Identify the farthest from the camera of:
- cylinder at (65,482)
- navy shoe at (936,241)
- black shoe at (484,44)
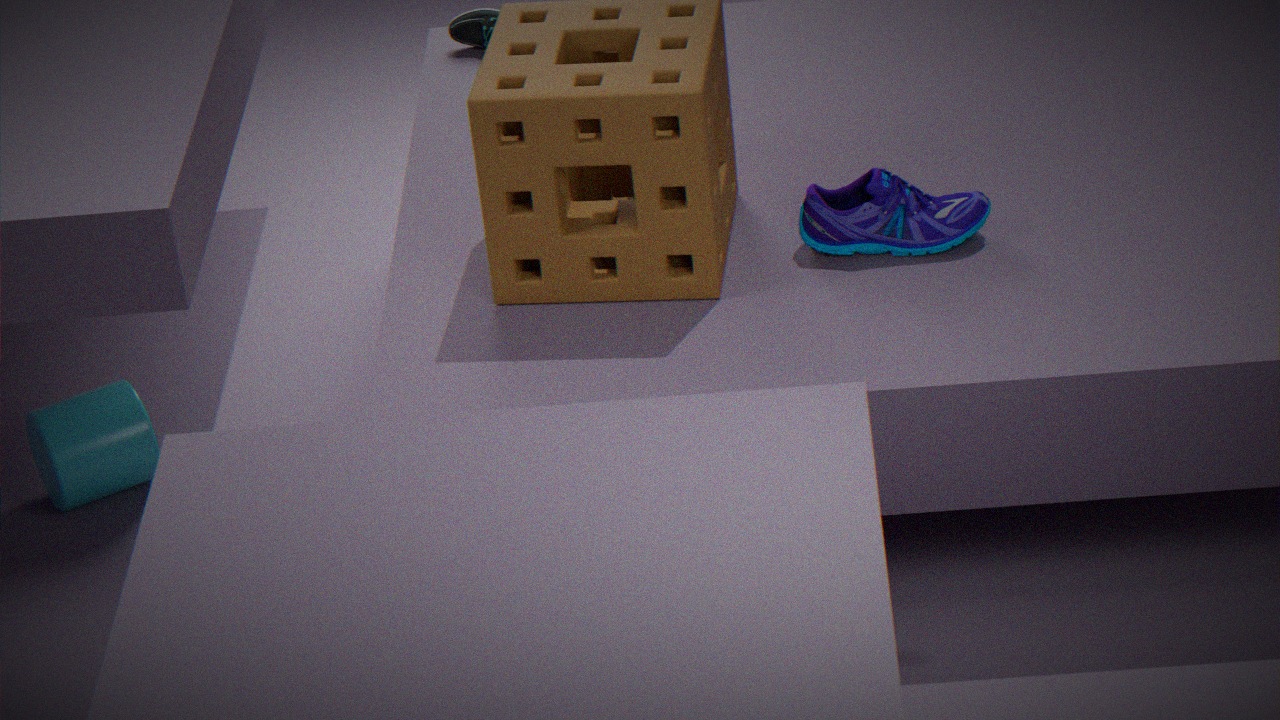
black shoe at (484,44)
